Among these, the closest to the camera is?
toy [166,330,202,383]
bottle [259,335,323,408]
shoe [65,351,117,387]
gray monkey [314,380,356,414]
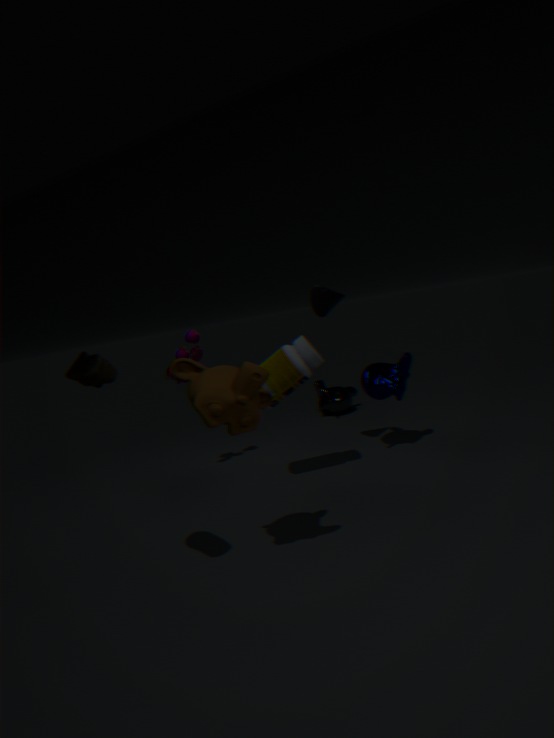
shoe [65,351,117,387]
